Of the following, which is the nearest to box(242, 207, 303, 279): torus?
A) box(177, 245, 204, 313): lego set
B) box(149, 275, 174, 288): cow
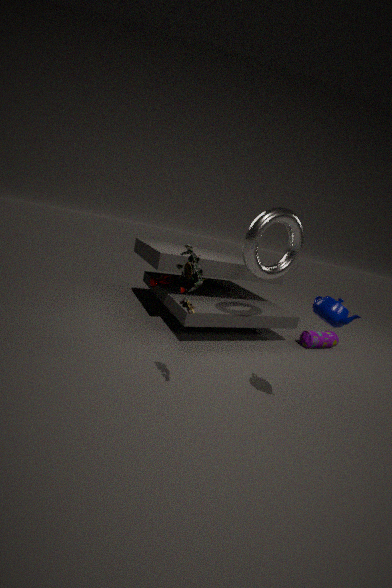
box(177, 245, 204, 313): lego set
